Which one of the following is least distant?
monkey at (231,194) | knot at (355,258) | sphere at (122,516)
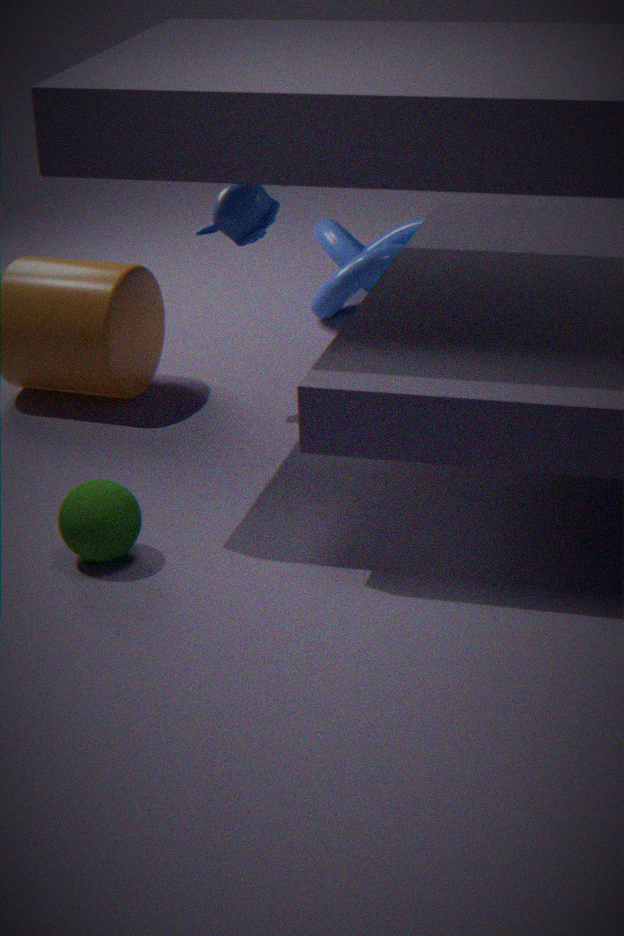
sphere at (122,516)
